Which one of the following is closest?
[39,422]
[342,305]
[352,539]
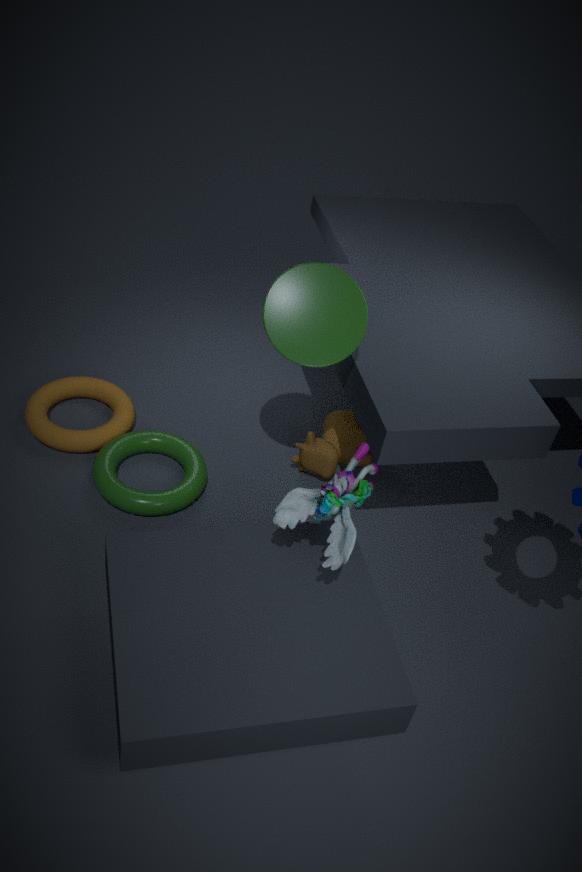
[352,539]
